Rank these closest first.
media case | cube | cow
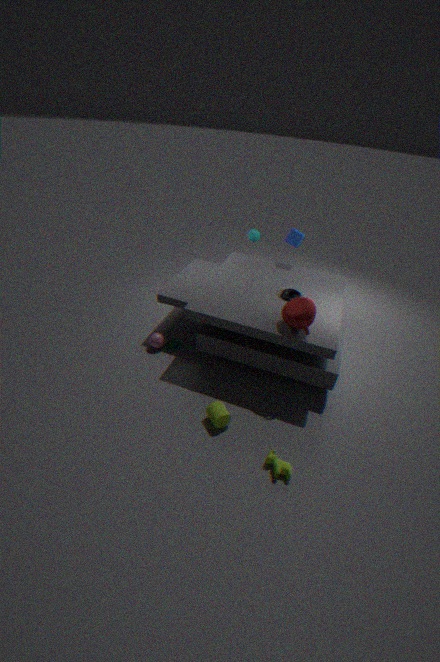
cow → media case → cube
